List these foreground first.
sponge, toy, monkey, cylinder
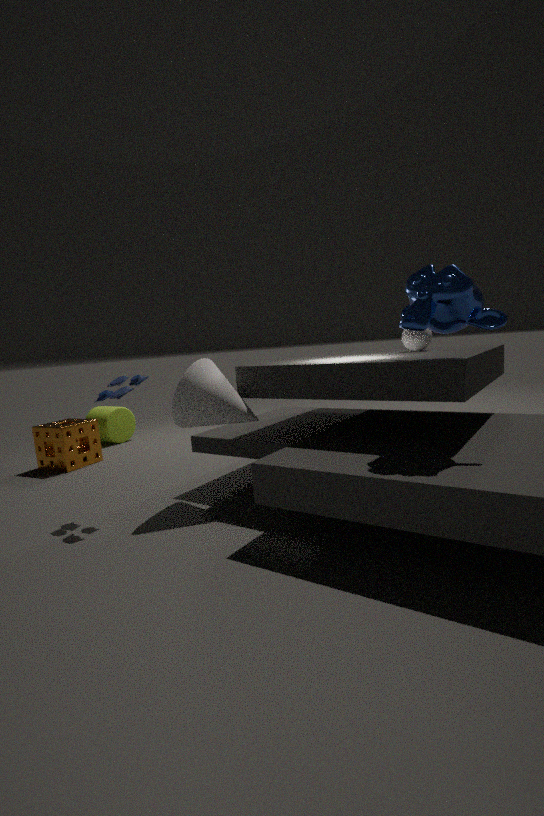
monkey, toy, sponge, cylinder
